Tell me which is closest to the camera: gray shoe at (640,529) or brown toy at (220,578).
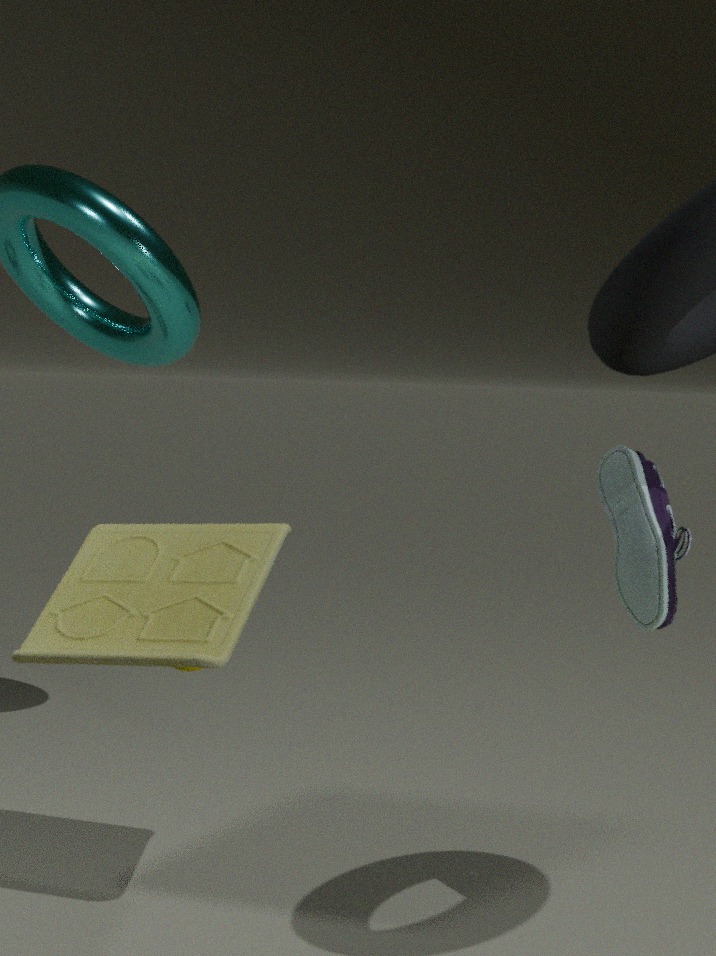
gray shoe at (640,529)
